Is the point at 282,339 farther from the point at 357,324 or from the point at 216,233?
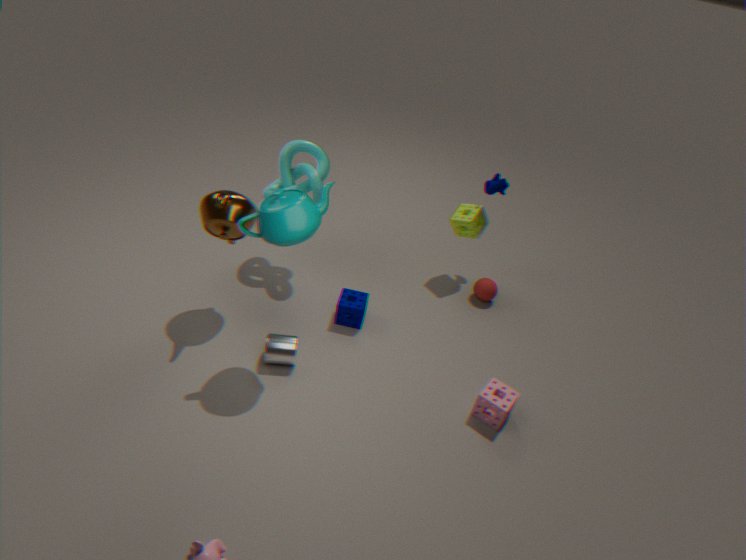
the point at 216,233
